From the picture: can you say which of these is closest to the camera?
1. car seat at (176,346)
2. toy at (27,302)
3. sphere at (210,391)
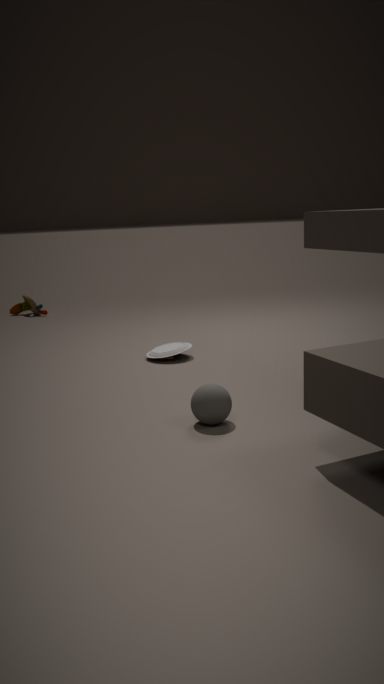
sphere at (210,391)
